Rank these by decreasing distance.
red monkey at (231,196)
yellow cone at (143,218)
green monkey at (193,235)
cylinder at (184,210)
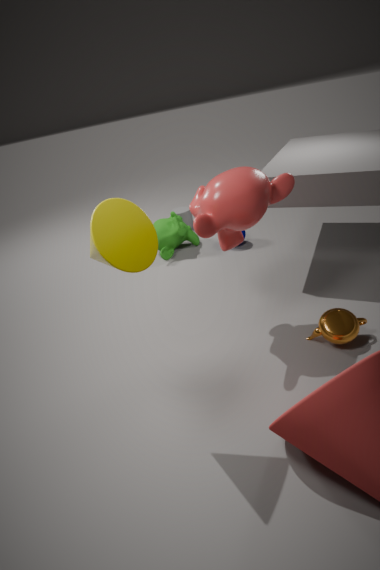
cylinder at (184,210)
green monkey at (193,235)
red monkey at (231,196)
yellow cone at (143,218)
